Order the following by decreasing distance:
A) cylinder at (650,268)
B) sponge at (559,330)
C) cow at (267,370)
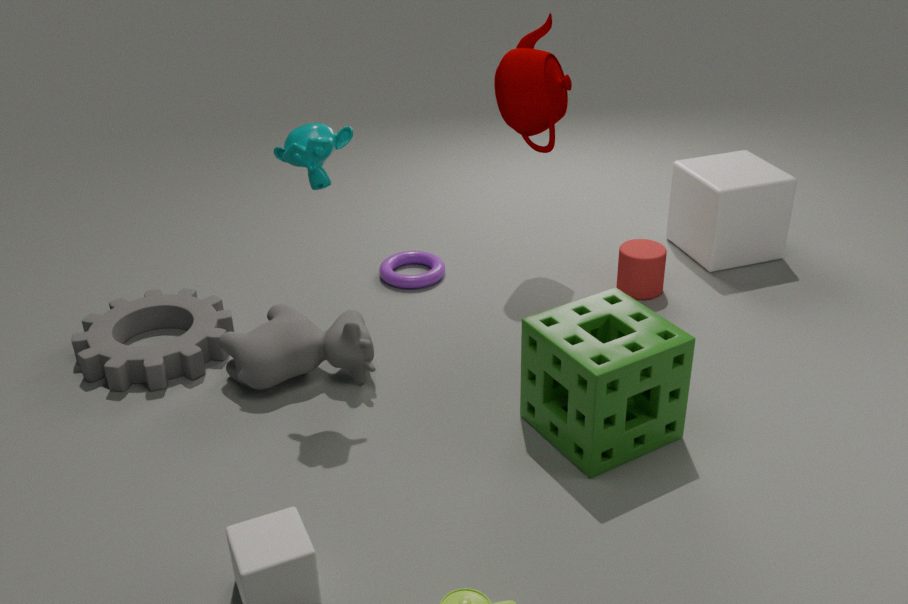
cylinder at (650,268) < cow at (267,370) < sponge at (559,330)
